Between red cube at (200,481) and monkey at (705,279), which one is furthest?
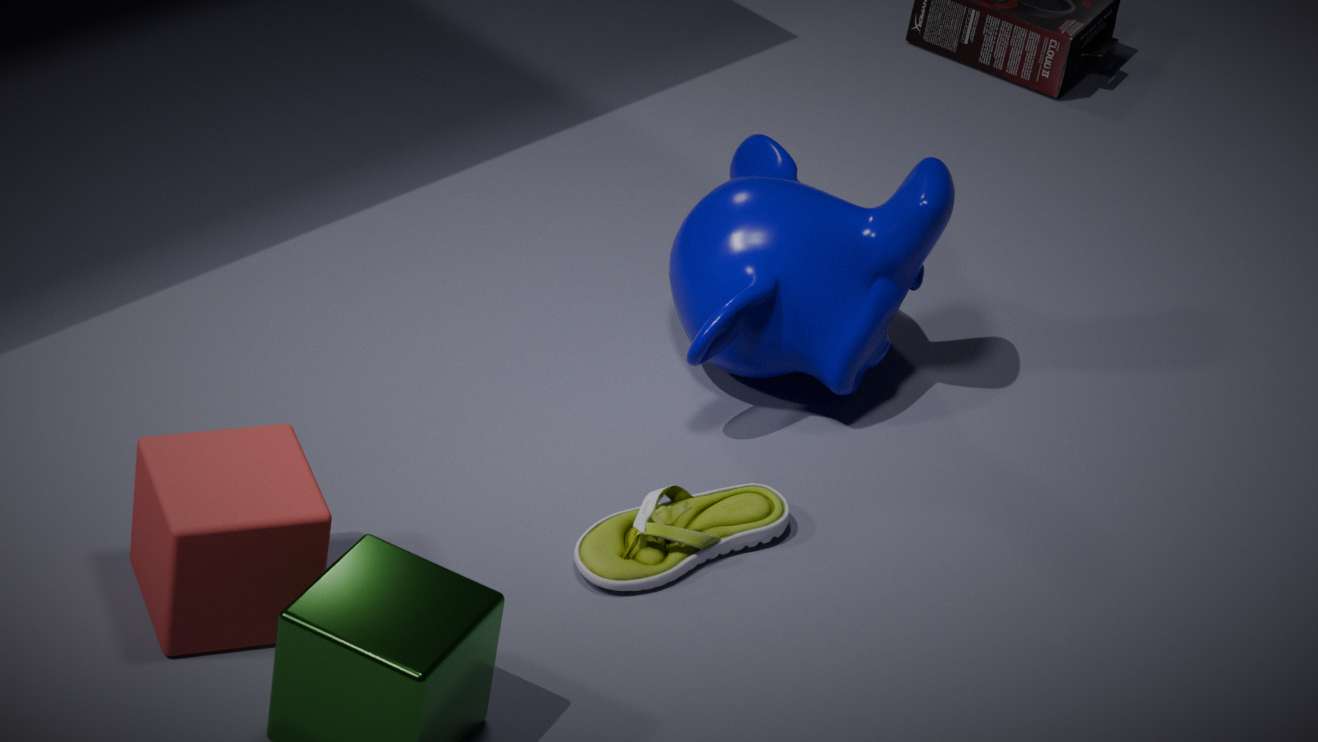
monkey at (705,279)
